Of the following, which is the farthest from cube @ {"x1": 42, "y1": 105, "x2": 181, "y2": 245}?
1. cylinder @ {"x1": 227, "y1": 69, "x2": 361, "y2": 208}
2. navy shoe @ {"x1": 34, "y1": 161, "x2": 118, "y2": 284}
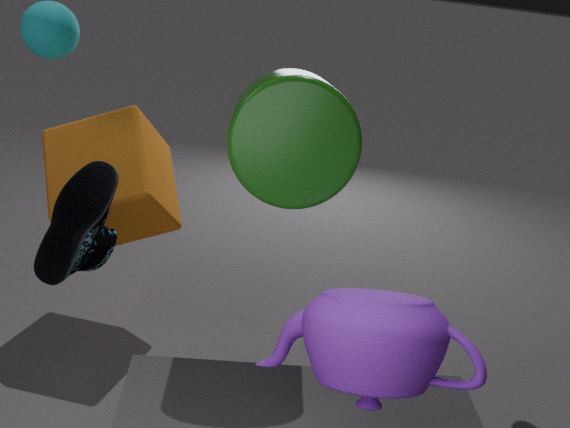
cylinder @ {"x1": 227, "y1": 69, "x2": 361, "y2": 208}
